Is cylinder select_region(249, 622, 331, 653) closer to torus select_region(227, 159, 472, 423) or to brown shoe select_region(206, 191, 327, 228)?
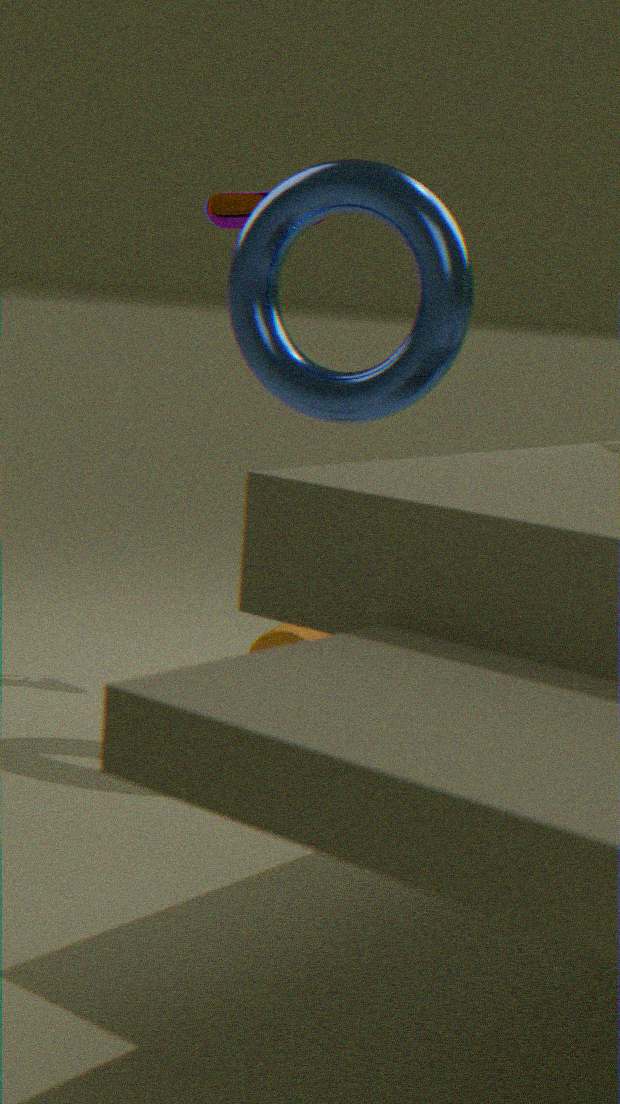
torus select_region(227, 159, 472, 423)
